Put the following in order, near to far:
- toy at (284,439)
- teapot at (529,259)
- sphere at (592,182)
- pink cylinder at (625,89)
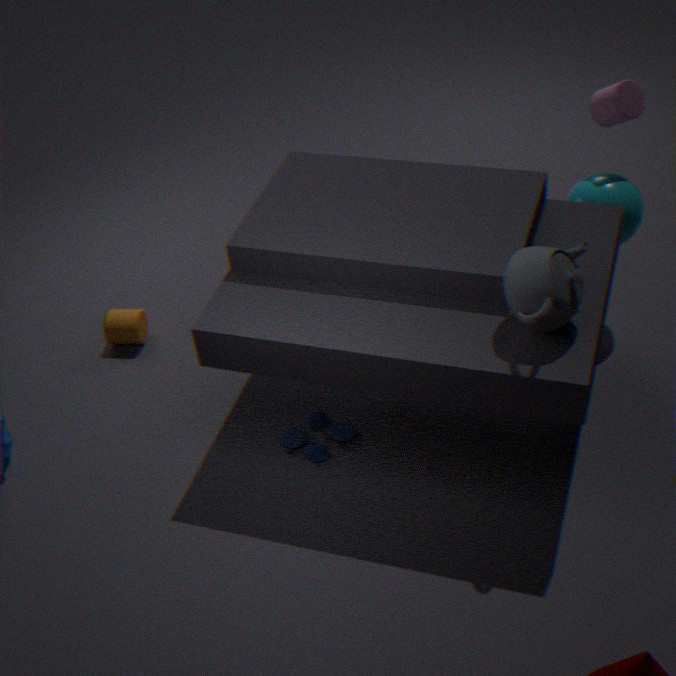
teapot at (529,259) < toy at (284,439) < pink cylinder at (625,89) < sphere at (592,182)
